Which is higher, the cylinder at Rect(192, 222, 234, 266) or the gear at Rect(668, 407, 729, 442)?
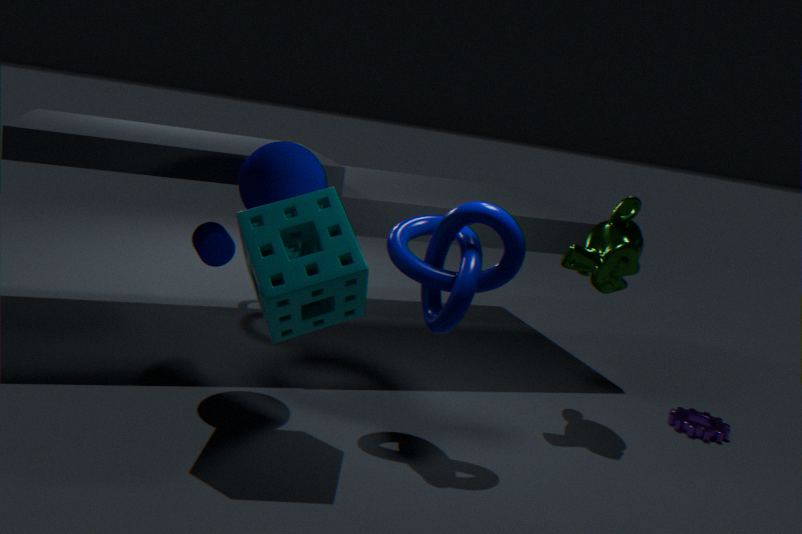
the cylinder at Rect(192, 222, 234, 266)
